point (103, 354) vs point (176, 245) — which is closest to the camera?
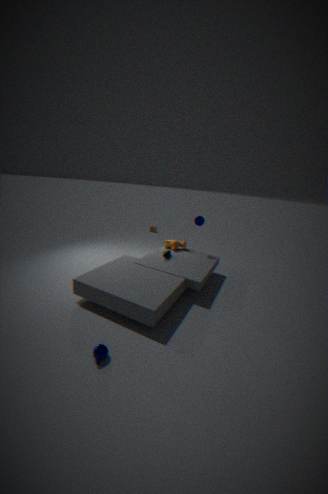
point (103, 354)
